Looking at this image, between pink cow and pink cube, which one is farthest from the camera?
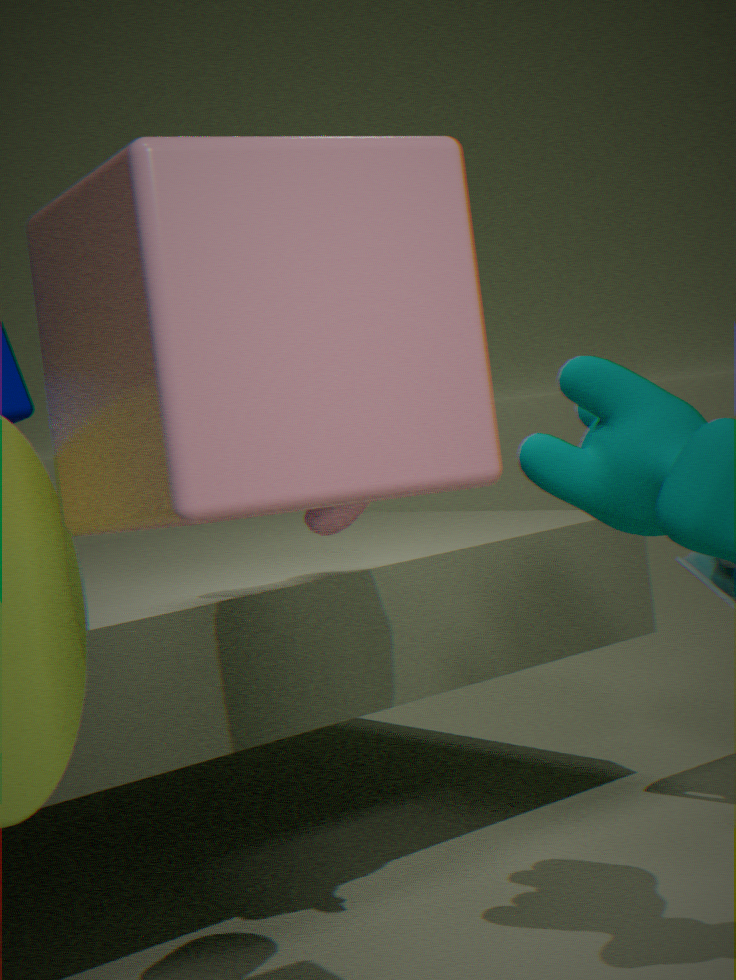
pink cow
